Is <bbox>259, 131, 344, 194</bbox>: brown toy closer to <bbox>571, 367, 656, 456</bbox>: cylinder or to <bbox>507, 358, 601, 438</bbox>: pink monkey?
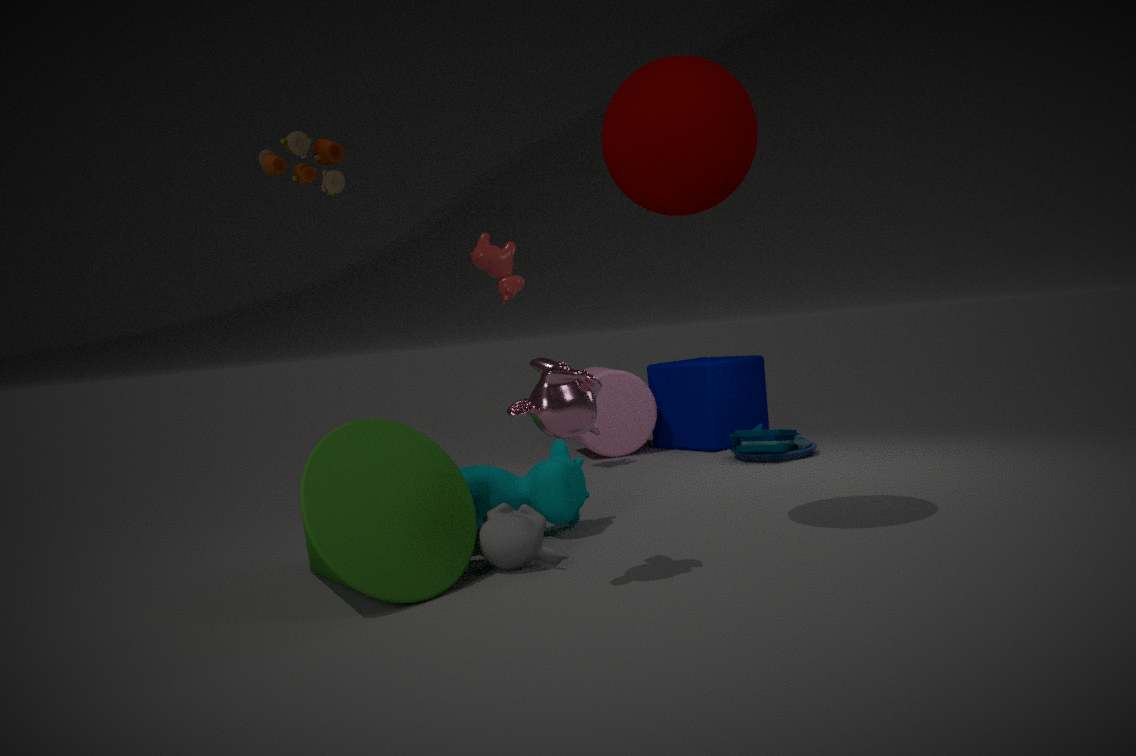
<bbox>507, 358, 601, 438</bbox>: pink monkey
